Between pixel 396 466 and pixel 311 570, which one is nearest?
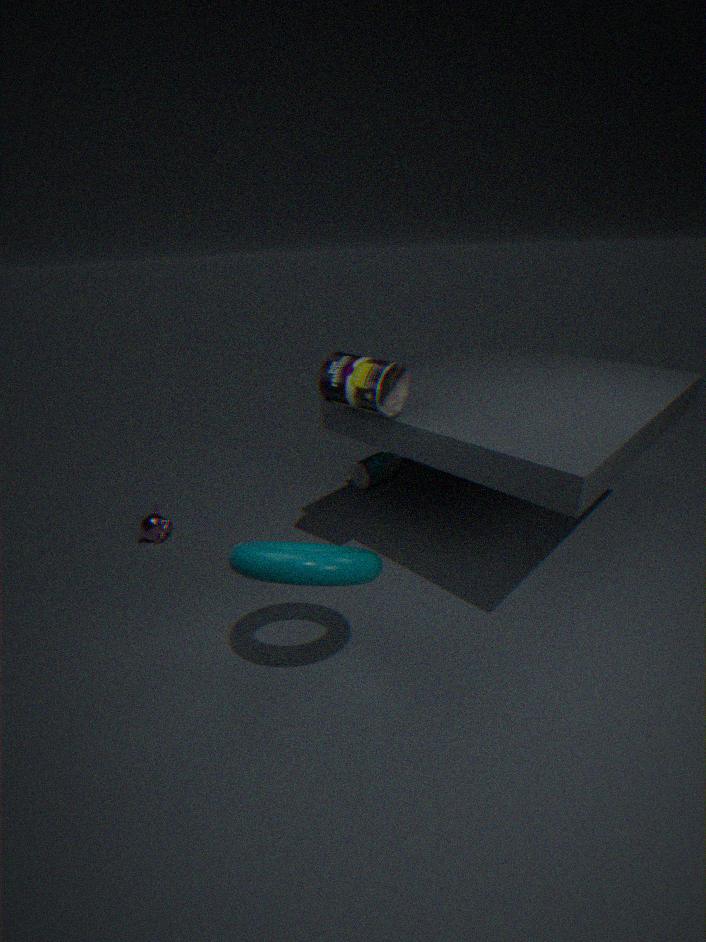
pixel 311 570
